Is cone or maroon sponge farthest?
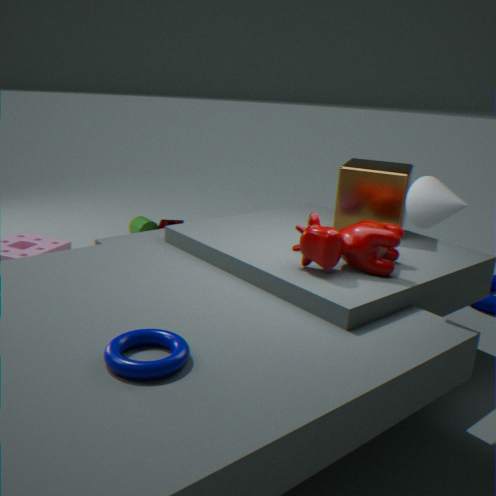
maroon sponge
